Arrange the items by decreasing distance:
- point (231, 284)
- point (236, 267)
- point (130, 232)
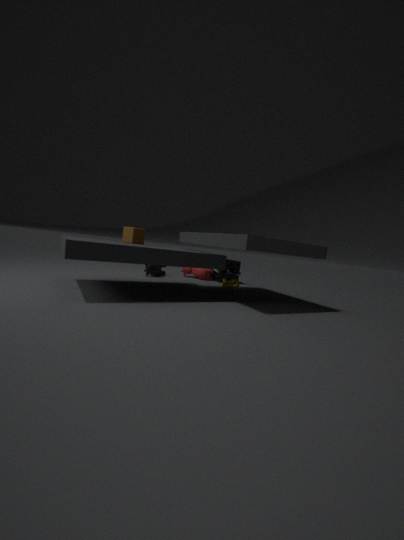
point (236, 267) < point (231, 284) < point (130, 232)
